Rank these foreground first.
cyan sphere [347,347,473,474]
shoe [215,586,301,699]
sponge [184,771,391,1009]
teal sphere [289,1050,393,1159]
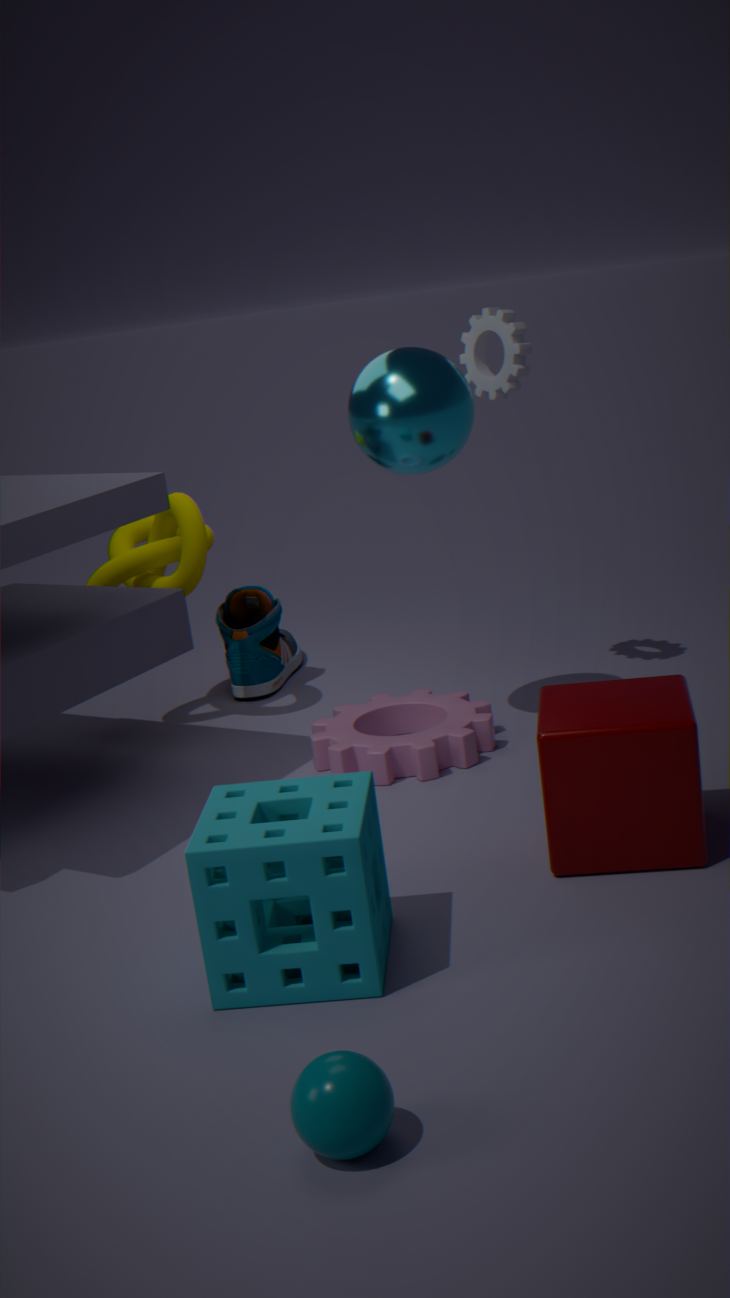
teal sphere [289,1050,393,1159] → sponge [184,771,391,1009] → cyan sphere [347,347,473,474] → shoe [215,586,301,699]
